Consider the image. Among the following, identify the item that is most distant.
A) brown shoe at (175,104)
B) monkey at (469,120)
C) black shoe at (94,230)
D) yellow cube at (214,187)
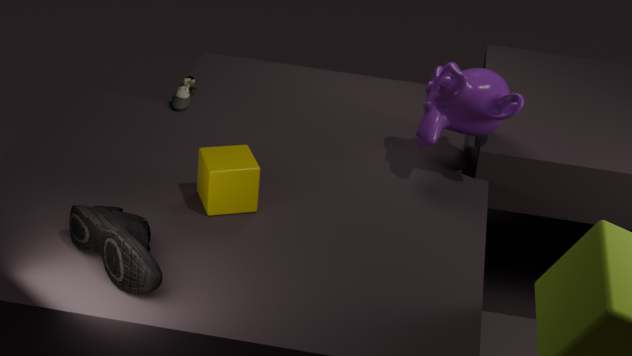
brown shoe at (175,104)
